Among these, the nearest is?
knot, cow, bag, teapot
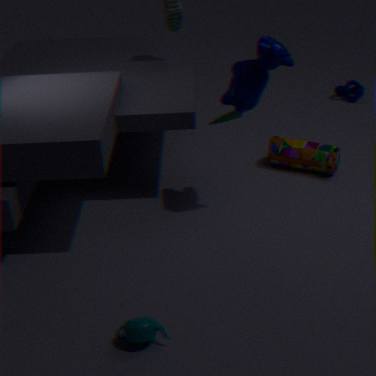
teapot
